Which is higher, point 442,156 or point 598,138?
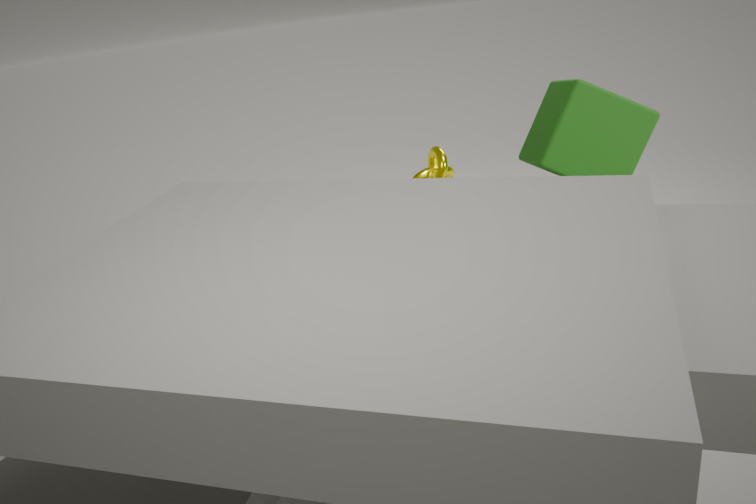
point 598,138
